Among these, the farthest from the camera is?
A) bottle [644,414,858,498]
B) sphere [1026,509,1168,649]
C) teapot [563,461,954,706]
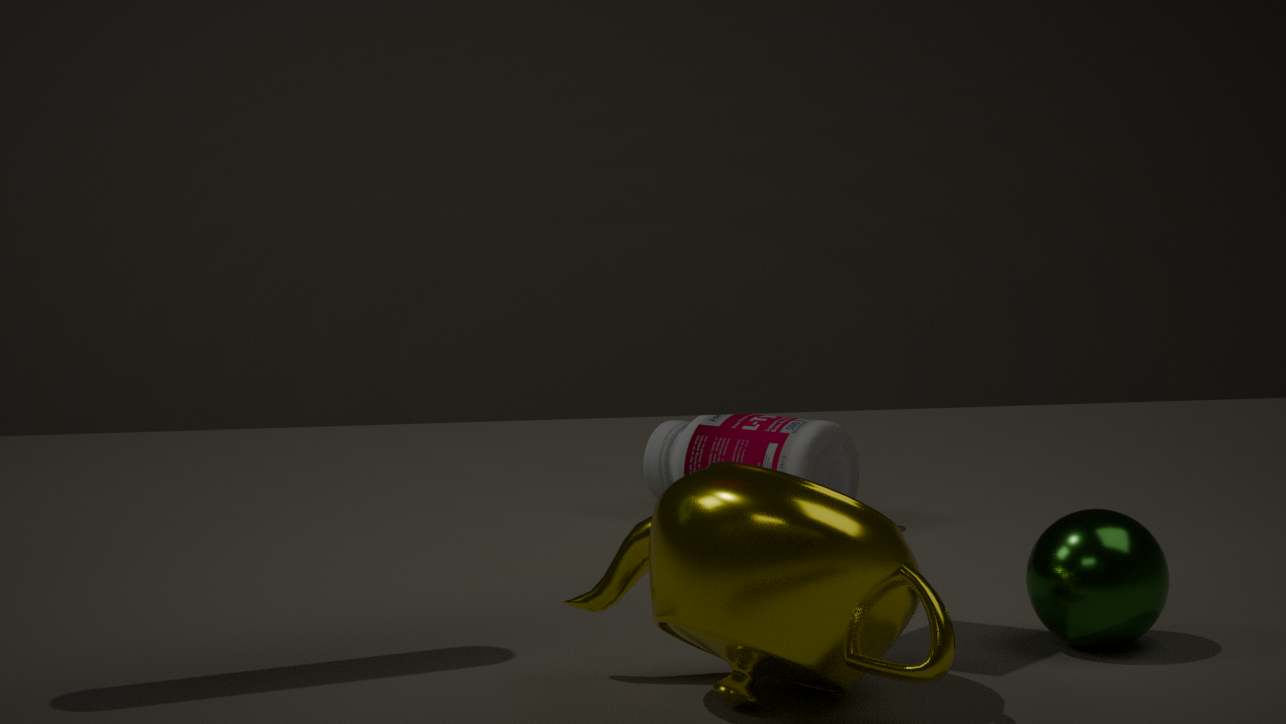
bottle [644,414,858,498]
